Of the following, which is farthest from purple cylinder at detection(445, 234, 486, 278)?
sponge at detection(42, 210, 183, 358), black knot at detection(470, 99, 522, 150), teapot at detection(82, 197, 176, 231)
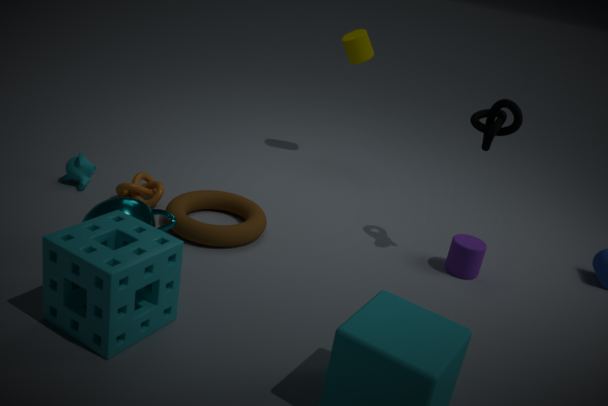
sponge at detection(42, 210, 183, 358)
